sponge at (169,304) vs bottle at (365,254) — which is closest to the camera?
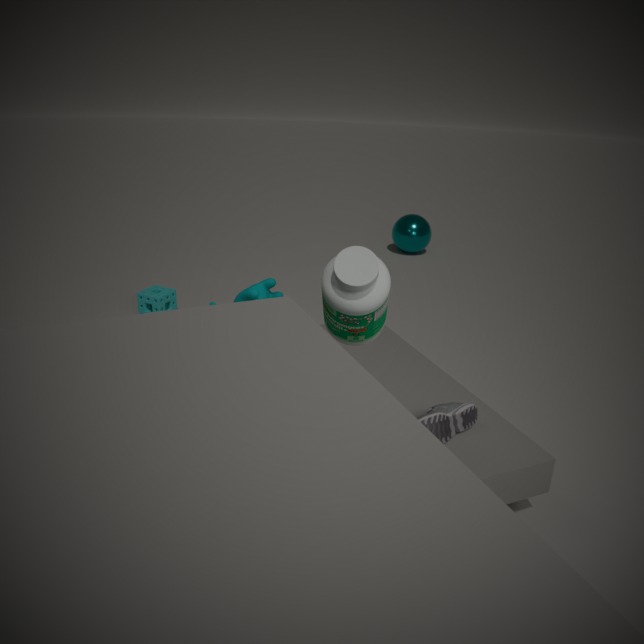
bottle at (365,254)
